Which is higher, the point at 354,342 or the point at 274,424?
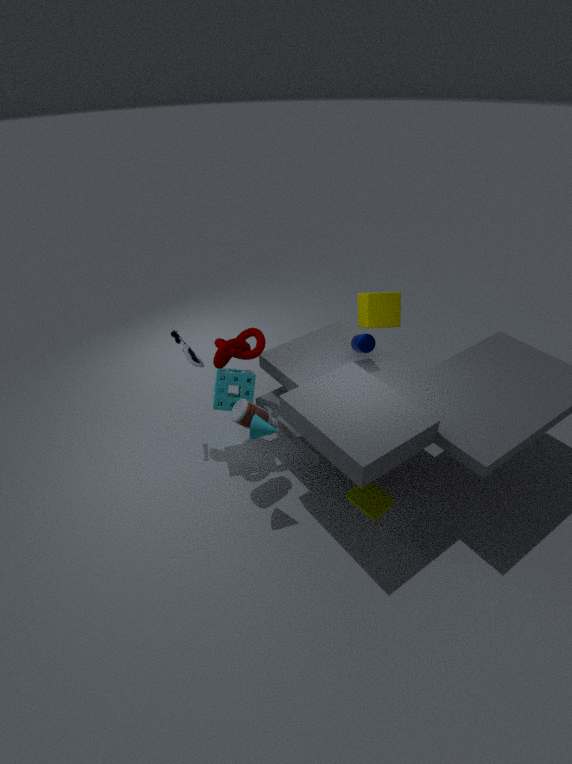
the point at 354,342
